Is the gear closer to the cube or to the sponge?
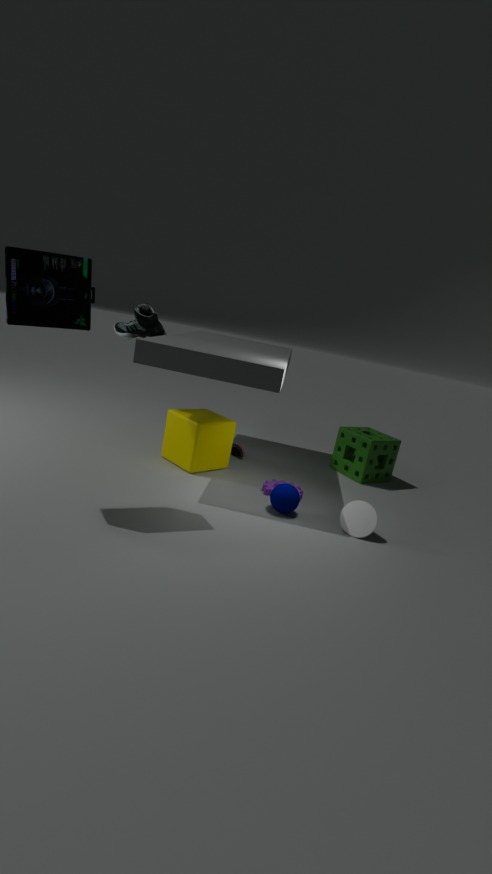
the cube
